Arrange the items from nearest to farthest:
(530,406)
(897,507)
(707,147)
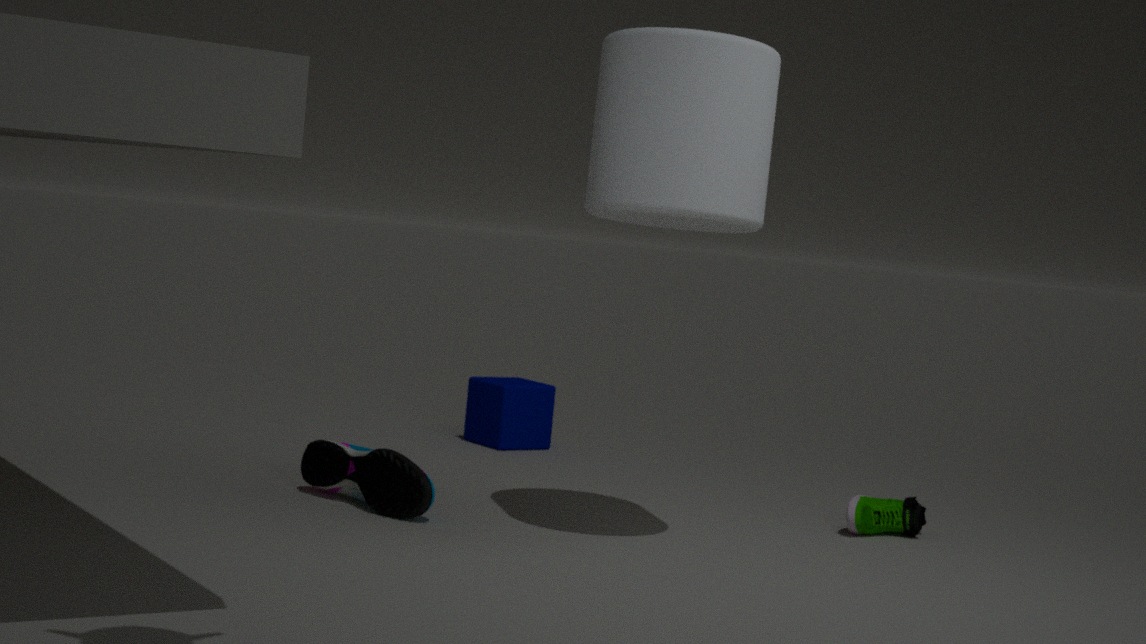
(707,147) → (897,507) → (530,406)
